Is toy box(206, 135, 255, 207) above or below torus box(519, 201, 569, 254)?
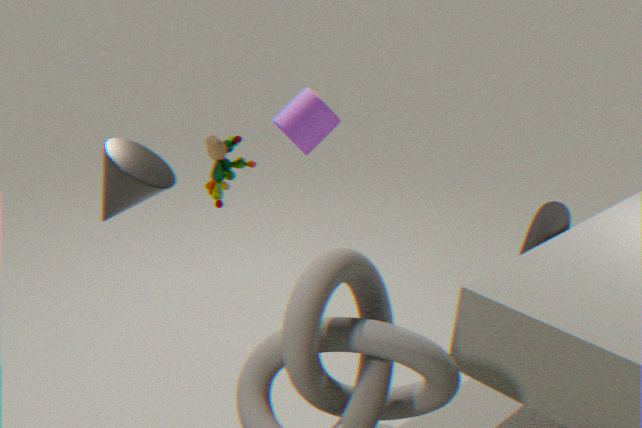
above
